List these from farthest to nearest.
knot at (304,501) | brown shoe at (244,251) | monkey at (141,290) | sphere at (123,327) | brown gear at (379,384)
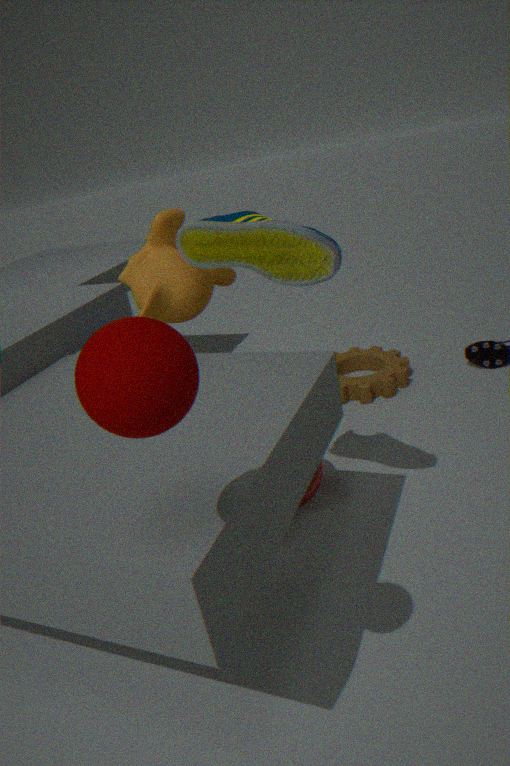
1. brown gear at (379,384)
2. knot at (304,501)
3. monkey at (141,290)
4. brown shoe at (244,251)
5. sphere at (123,327)
